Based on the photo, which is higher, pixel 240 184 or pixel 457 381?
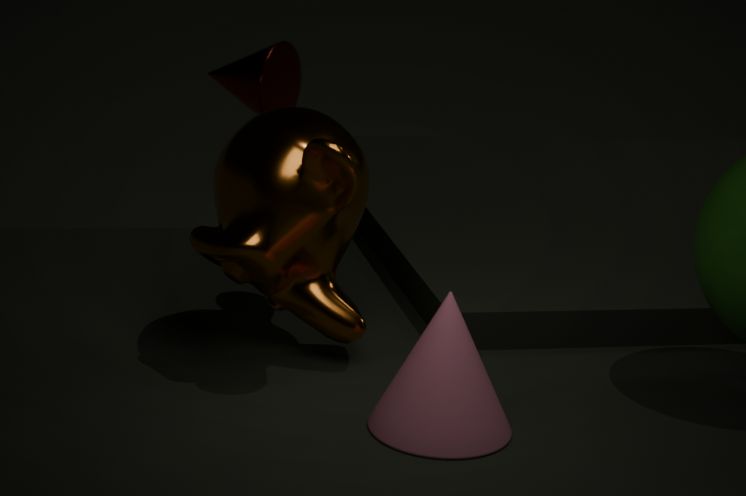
pixel 240 184
